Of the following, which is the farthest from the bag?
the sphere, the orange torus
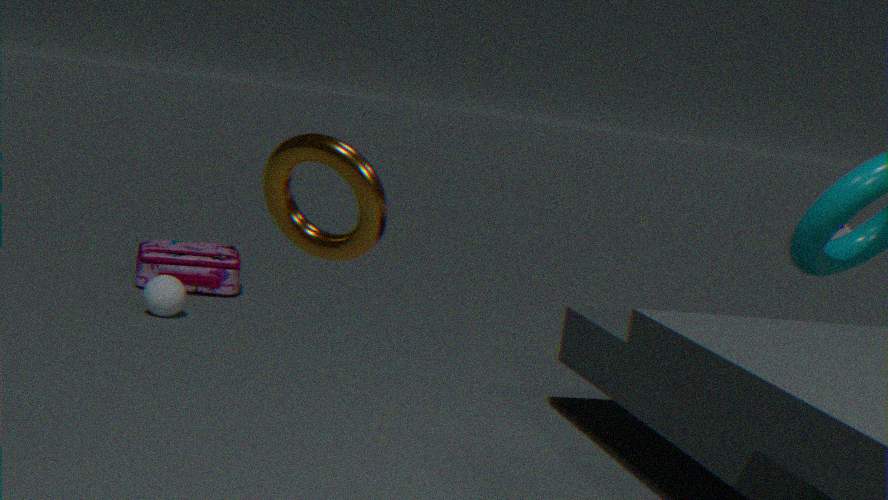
the orange torus
